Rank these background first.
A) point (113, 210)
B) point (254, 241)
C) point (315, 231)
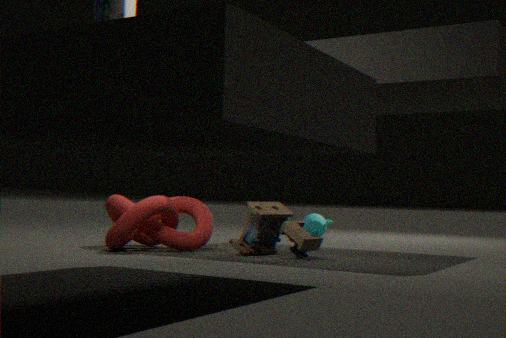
1. point (315, 231)
2. point (113, 210)
3. point (254, 241)
